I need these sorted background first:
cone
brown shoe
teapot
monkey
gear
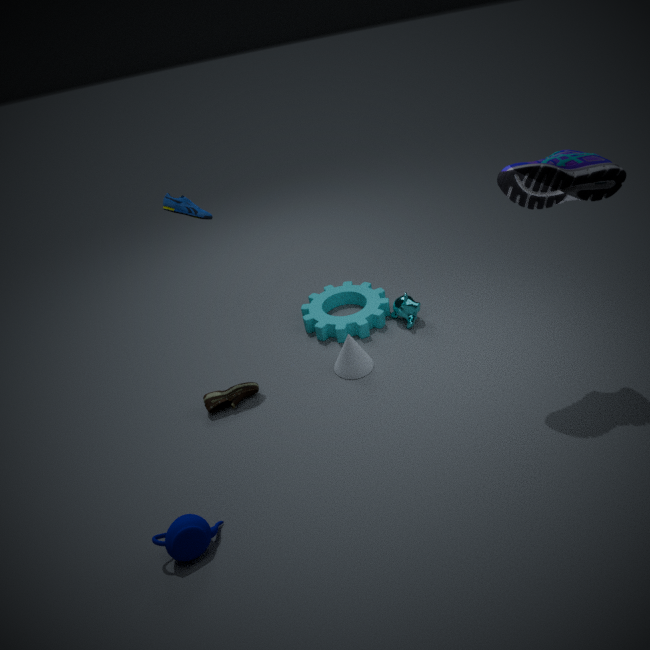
gear → monkey → cone → brown shoe → teapot
